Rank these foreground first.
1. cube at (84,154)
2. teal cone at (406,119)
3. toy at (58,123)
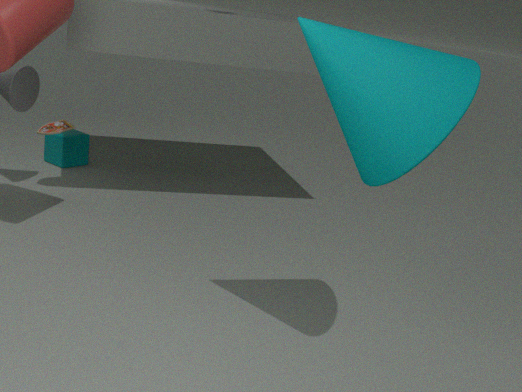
1. teal cone at (406,119)
2. toy at (58,123)
3. cube at (84,154)
